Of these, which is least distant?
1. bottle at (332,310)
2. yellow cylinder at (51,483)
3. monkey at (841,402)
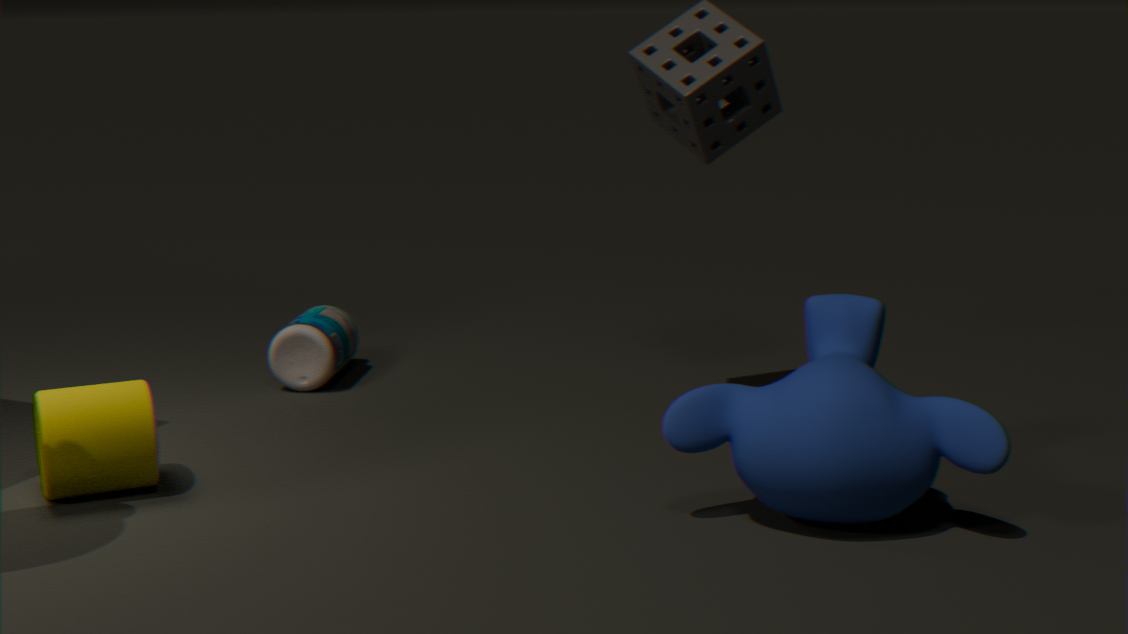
monkey at (841,402)
